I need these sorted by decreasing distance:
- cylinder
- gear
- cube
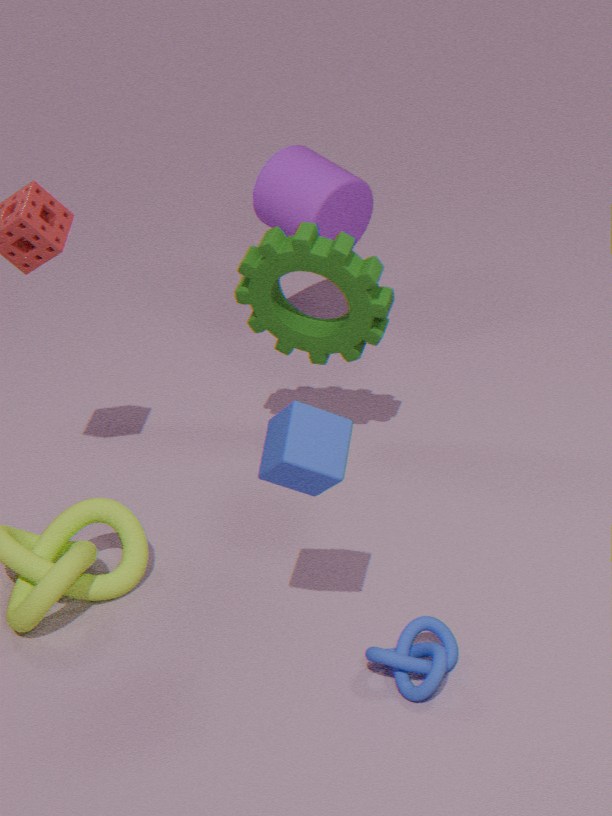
cylinder → gear → cube
